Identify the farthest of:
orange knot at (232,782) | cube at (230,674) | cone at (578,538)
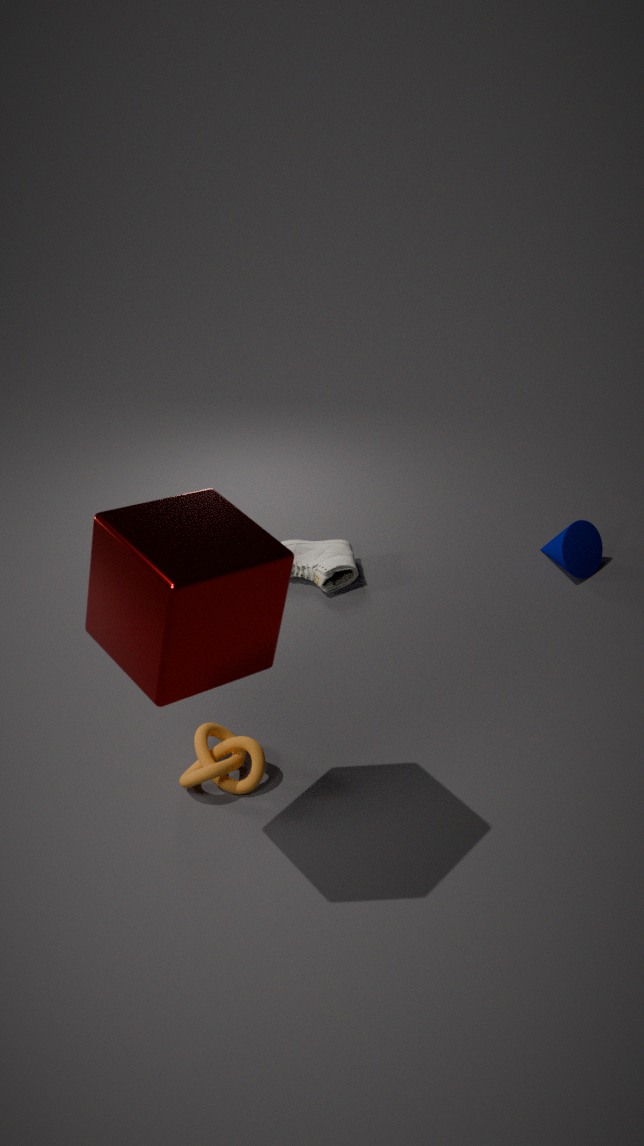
cone at (578,538)
